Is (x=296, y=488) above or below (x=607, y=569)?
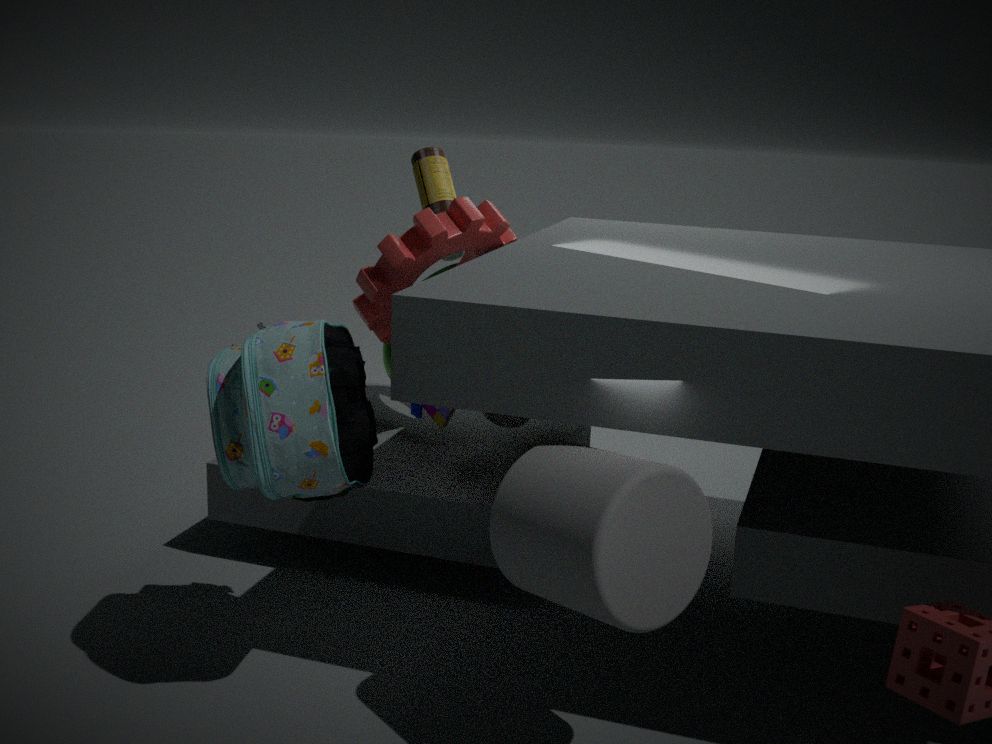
above
